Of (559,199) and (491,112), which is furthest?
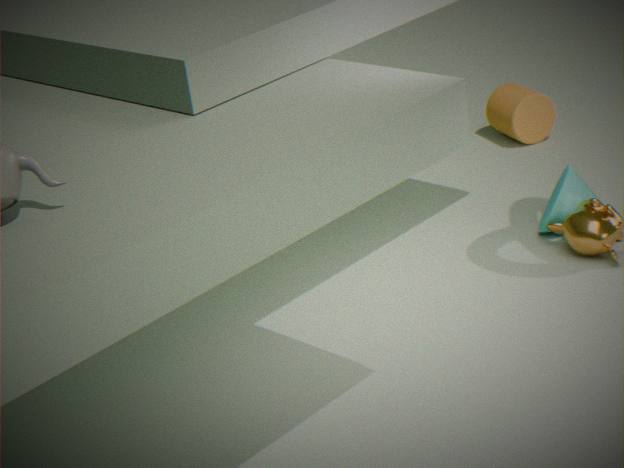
(491,112)
